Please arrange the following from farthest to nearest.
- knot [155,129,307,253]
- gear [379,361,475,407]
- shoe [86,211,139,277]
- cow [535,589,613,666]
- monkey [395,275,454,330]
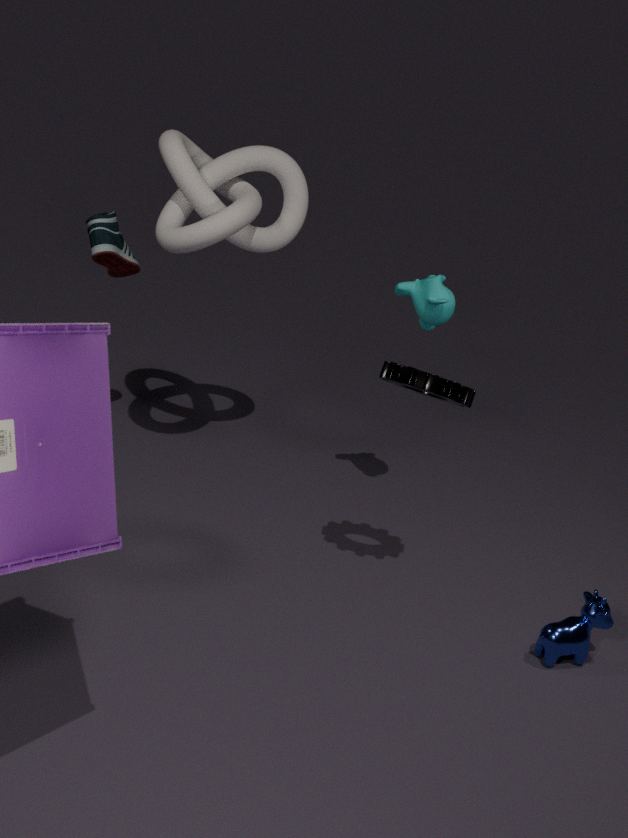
1. shoe [86,211,139,277]
2. monkey [395,275,454,330]
3. knot [155,129,307,253]
4. cow [535,589,613,666]
5. gear [379,361,475,407]
